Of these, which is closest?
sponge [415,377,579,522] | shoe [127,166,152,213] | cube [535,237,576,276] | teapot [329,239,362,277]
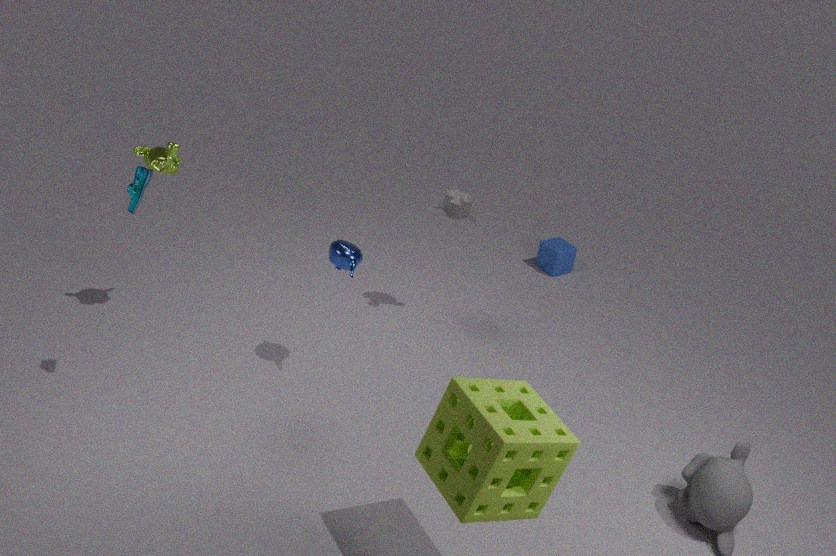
sponge [415,377,579,522]
